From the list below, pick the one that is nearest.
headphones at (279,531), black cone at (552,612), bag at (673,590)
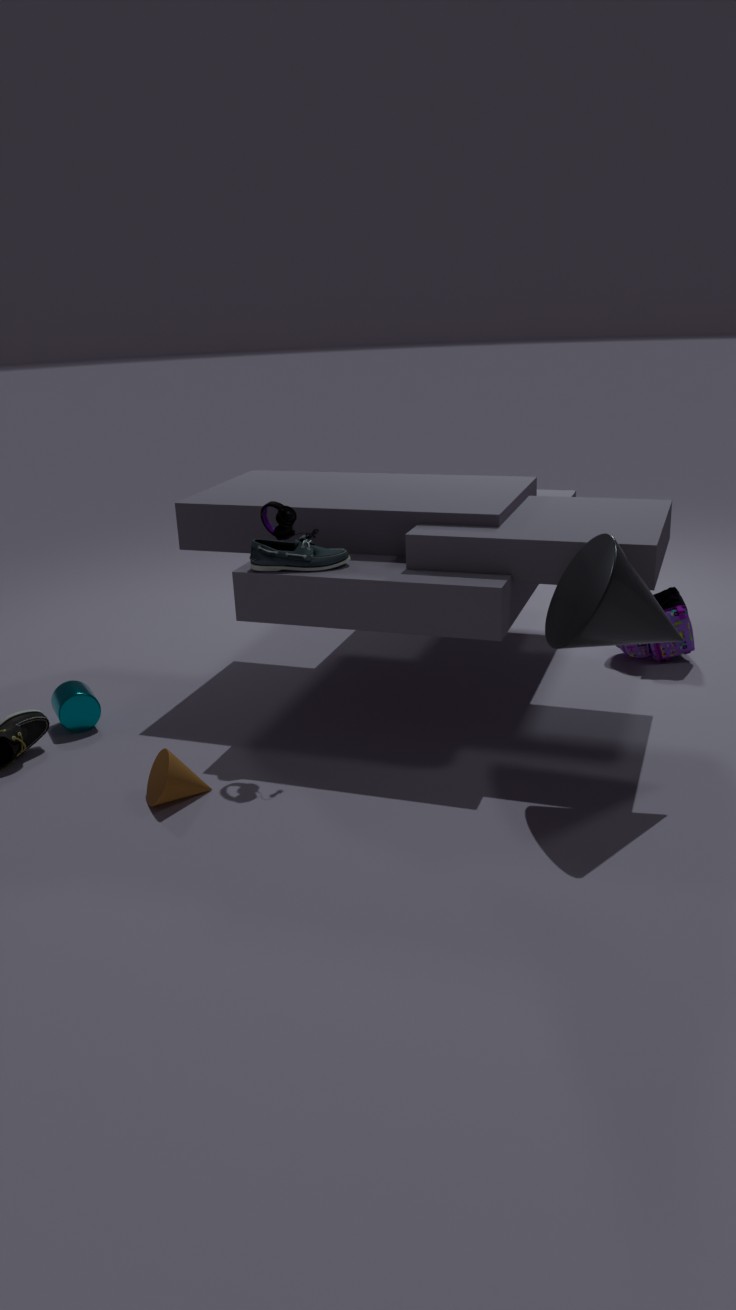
black cone at (552,612)
